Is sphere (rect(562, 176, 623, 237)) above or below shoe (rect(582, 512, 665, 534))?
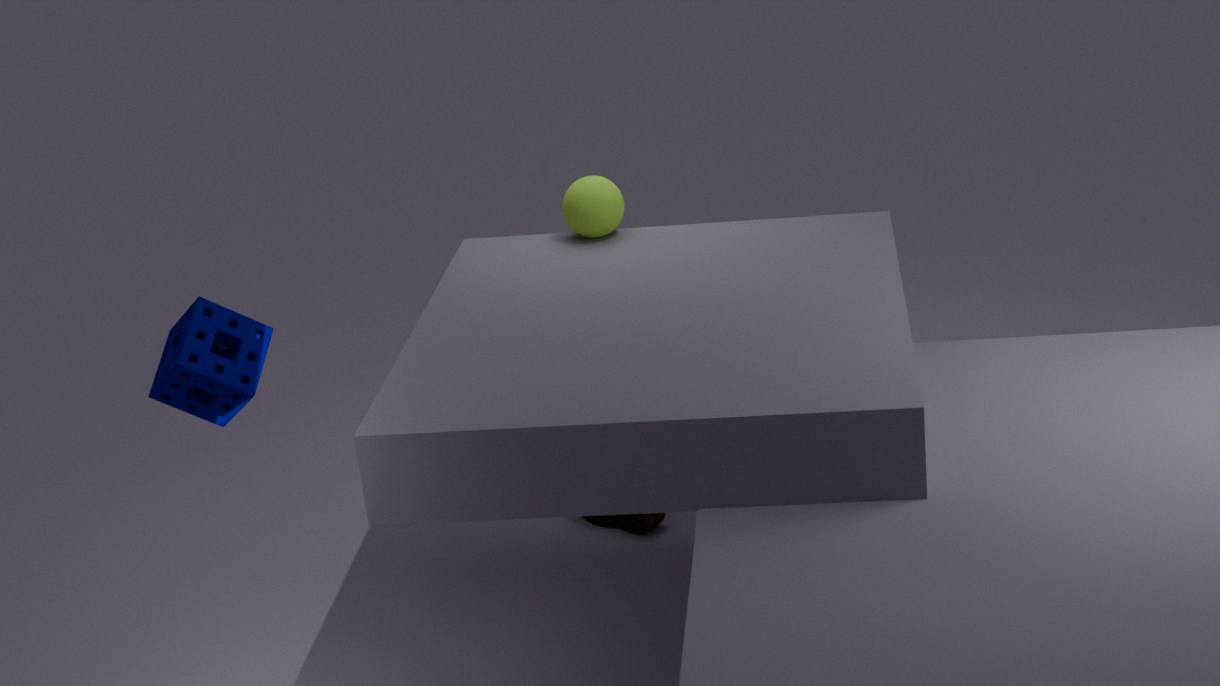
above
